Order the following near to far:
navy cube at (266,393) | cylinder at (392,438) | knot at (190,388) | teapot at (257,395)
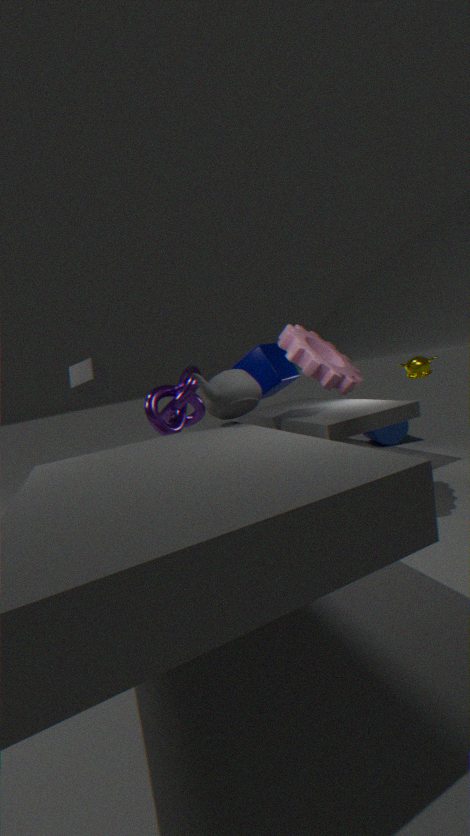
teapot at (257,395) < knot at (190,388) < navy cube at (266,393) < cylinder at (392,438)
